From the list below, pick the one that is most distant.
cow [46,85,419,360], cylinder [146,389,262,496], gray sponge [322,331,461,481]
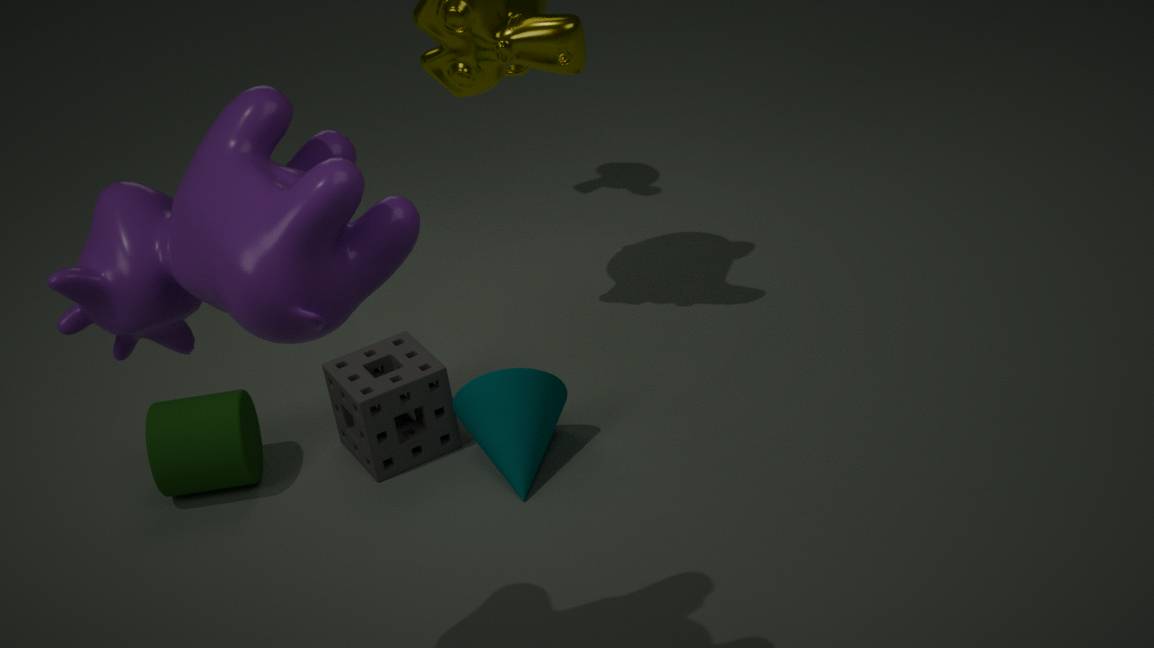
gray sponge [322,331,461,481]
